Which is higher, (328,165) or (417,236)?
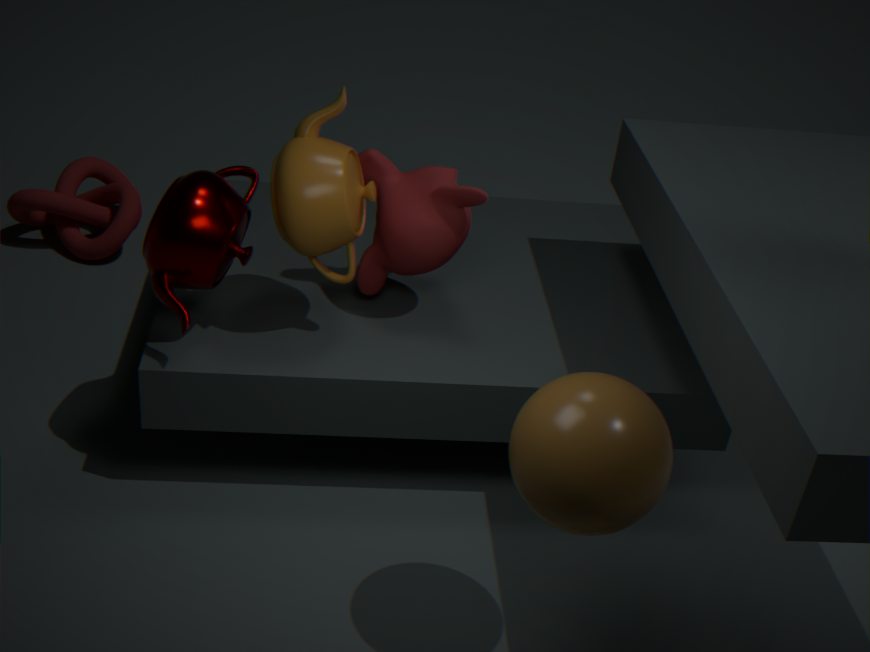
(328,165)
